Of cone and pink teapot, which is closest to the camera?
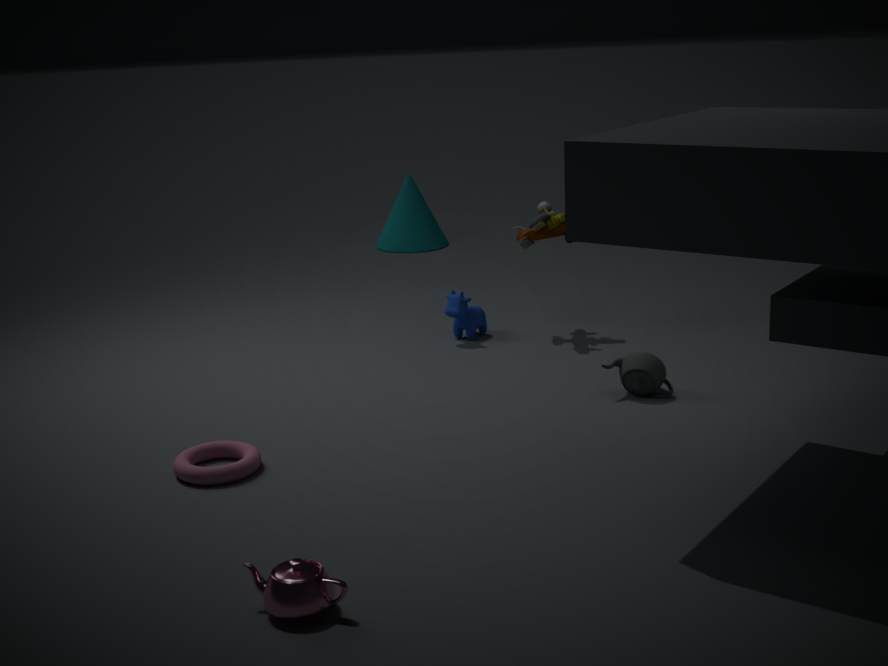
pink teapot
